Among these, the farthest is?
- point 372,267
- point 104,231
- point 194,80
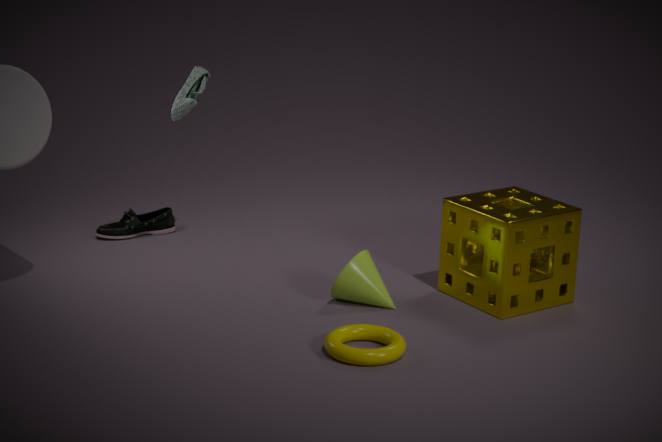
point 104,231
